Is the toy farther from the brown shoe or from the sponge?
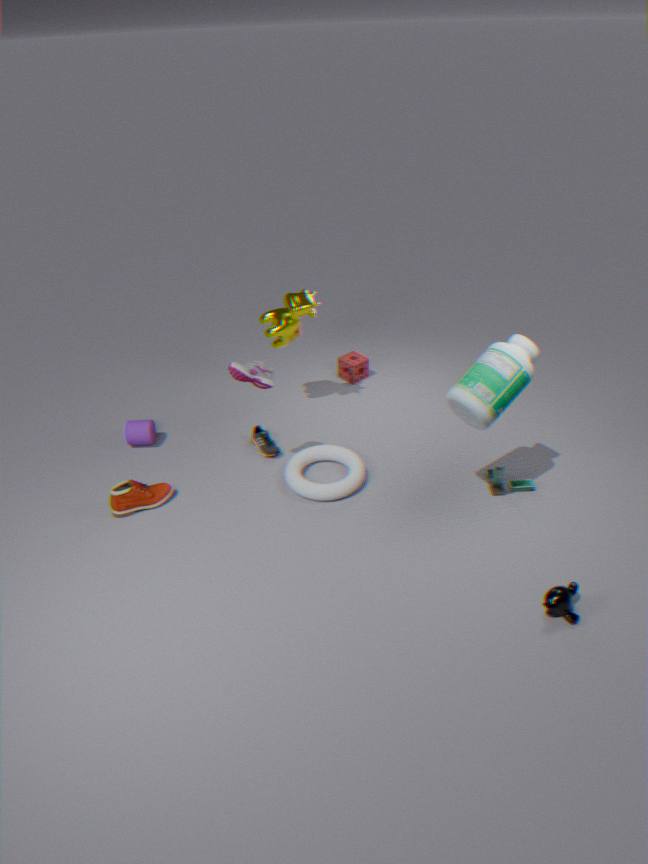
the brown shoe
